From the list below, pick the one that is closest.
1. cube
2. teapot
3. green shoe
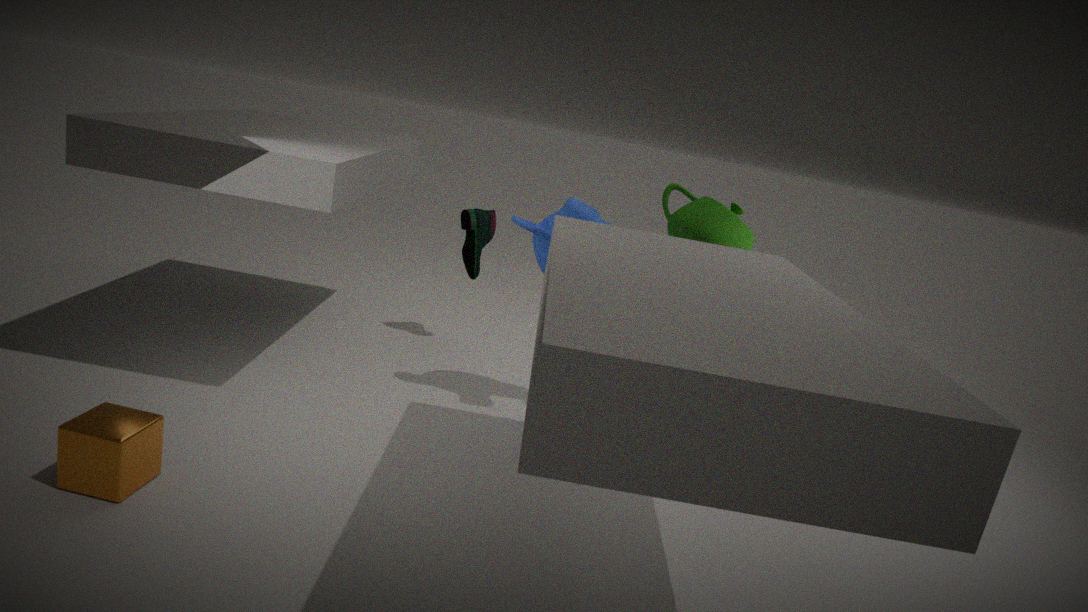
cube
